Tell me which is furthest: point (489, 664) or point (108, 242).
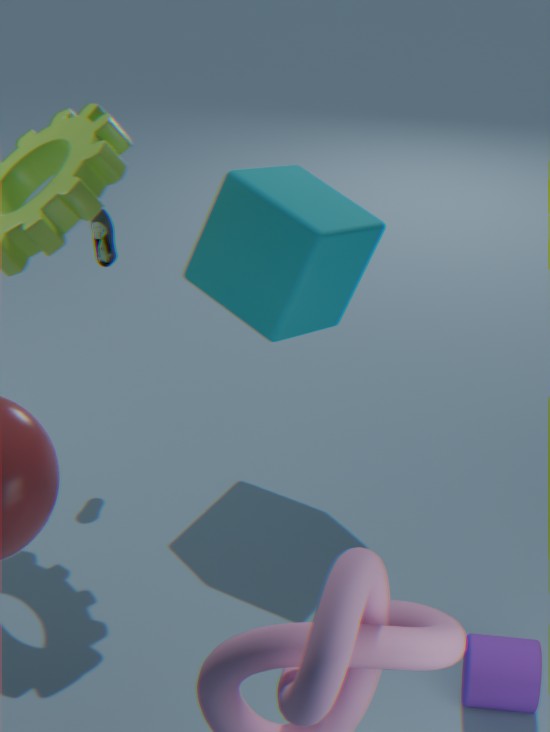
point (108, 242)
